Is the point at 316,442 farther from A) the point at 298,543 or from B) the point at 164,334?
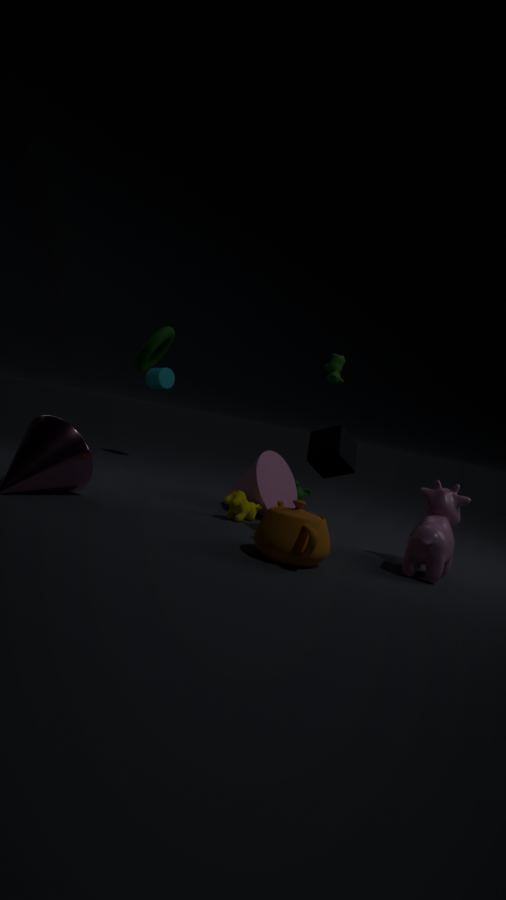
B) the point at 164,334
